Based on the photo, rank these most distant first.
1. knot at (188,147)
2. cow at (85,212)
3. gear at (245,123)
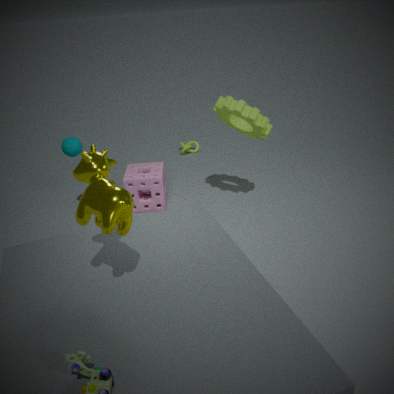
knot at (188,147), gear at (245,123), cow at (85,212)
